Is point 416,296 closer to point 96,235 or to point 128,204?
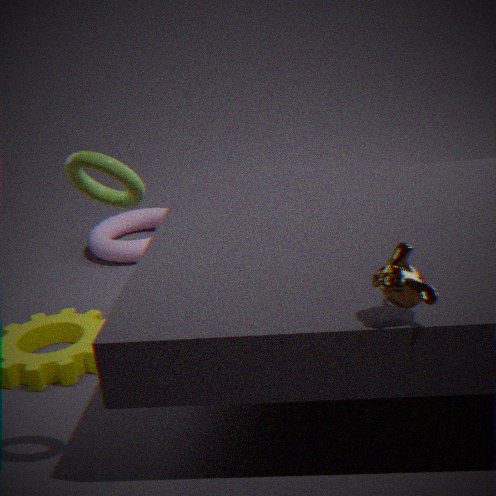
point 128,204
